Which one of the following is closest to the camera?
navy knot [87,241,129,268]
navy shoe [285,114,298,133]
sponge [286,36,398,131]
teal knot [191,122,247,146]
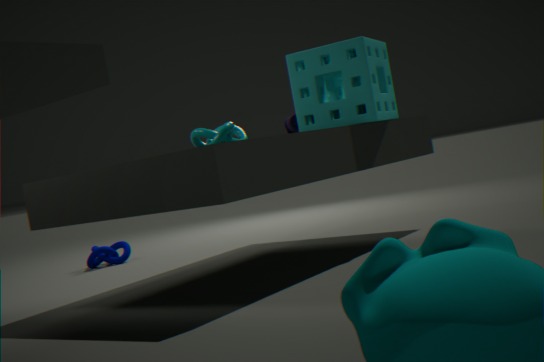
sponge [286,36,398,131]
